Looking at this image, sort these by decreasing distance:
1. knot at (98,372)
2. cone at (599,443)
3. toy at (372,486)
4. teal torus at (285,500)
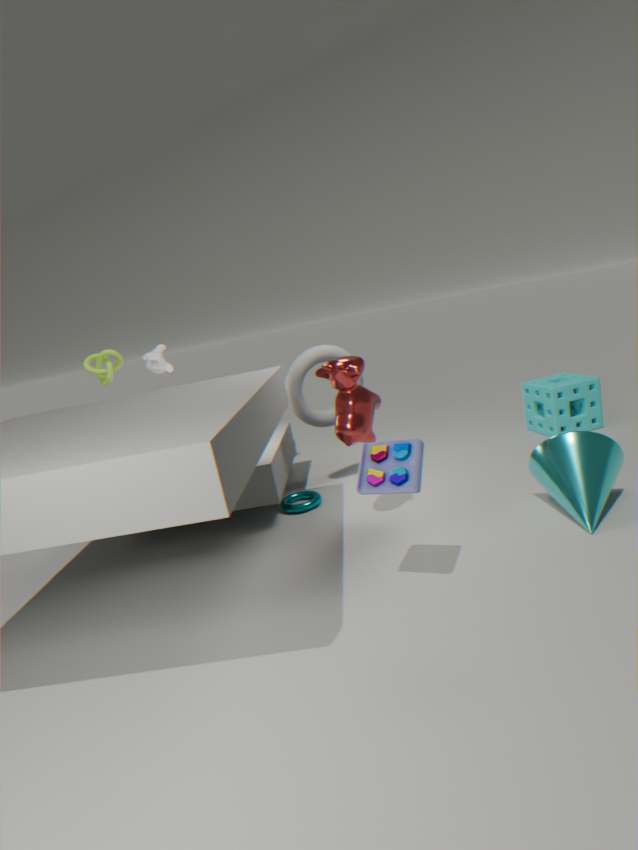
knot at (98,372) → teal torus at (285,500) → cone at (599,443) → toy at (372,486)
